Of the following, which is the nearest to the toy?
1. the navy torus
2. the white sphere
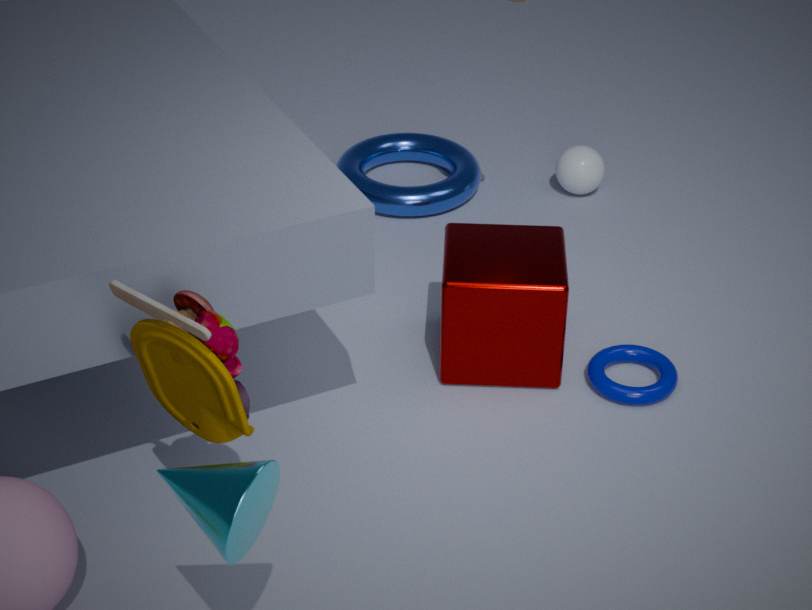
the navy torus
